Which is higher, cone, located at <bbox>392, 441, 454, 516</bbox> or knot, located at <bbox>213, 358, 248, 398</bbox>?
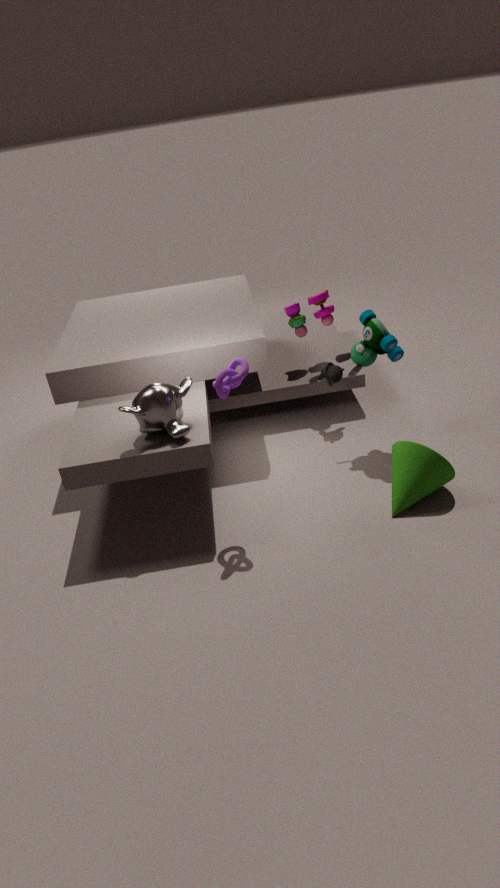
knot, located at <bbox>213, 358, 248, 398</bbox>
